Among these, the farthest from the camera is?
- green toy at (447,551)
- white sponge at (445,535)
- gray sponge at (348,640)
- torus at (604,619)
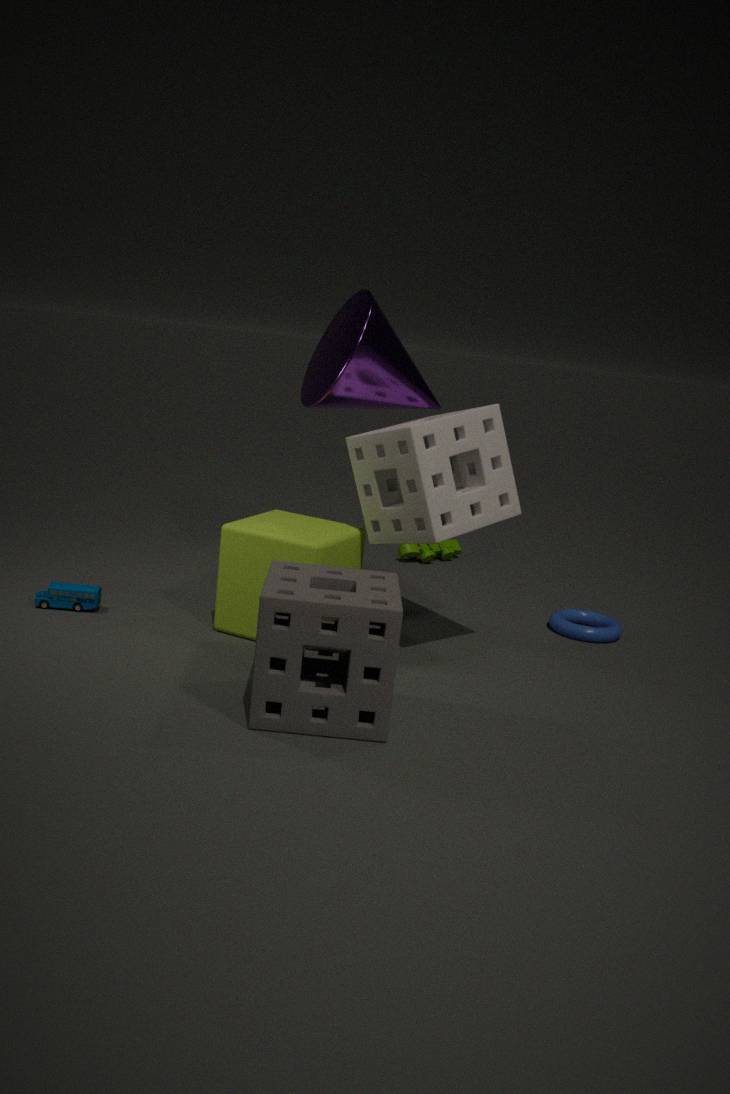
green toy at (447,551)
